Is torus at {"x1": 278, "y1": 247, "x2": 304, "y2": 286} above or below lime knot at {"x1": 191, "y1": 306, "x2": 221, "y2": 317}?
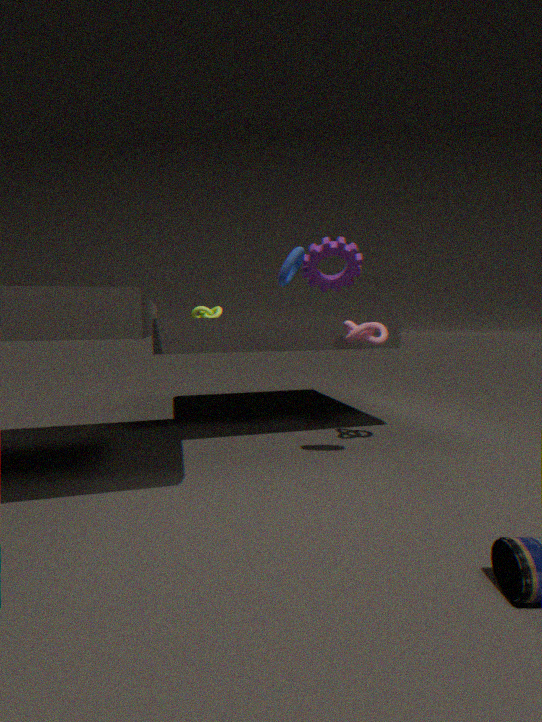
above
